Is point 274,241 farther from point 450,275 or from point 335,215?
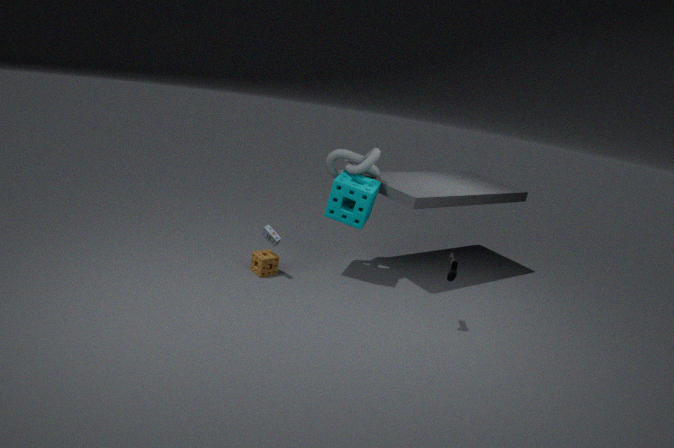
point 450,275
